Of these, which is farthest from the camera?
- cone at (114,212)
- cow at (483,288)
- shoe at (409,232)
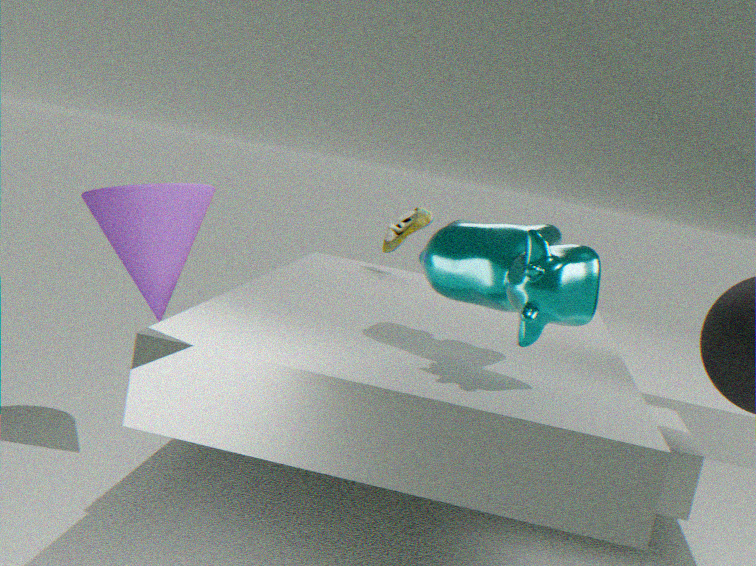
→ shoe at (409,232)
